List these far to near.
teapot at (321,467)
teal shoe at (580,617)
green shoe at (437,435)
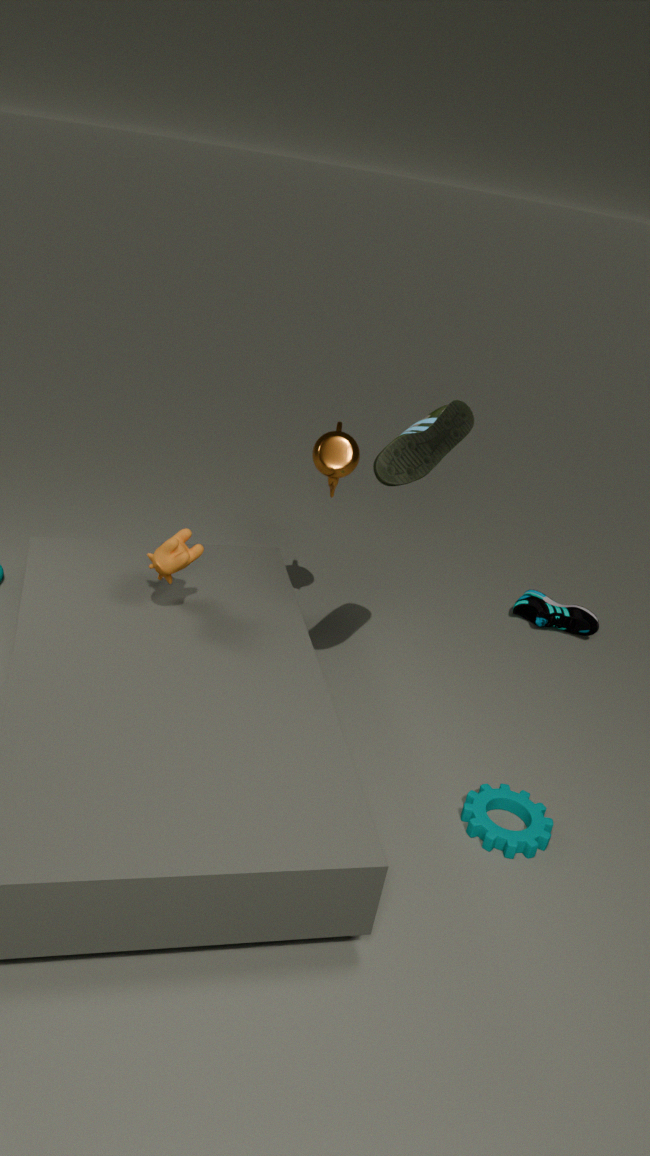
teal shoe at (580,617), teapot at (321,467), green shoe at (437,435)
